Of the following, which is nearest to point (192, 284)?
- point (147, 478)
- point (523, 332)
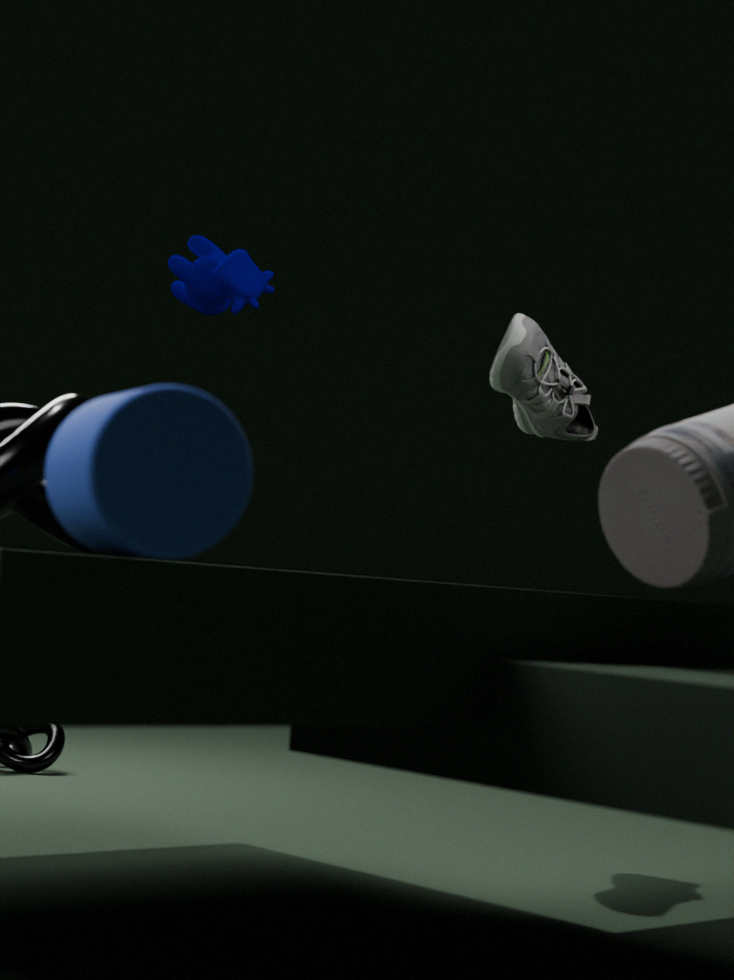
point (523, 332)
